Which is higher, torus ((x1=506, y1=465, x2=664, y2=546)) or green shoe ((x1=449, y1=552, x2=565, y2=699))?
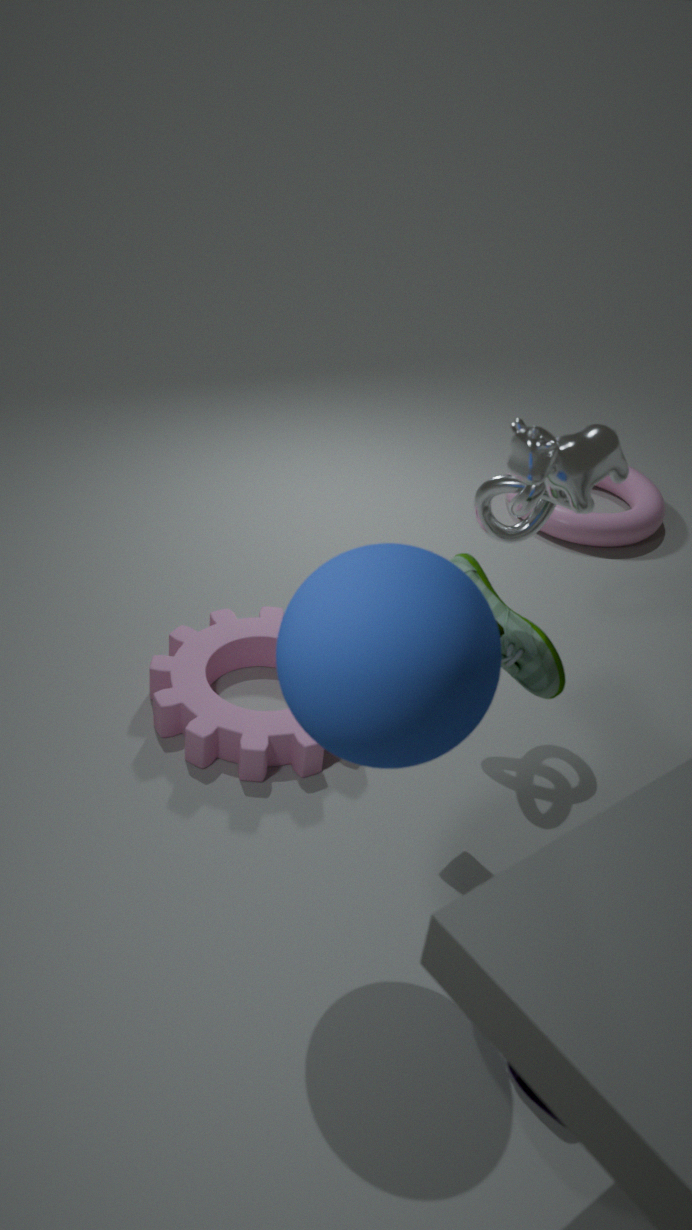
green shoe ((x1=449, y1=552, x2=565, y2=699))
